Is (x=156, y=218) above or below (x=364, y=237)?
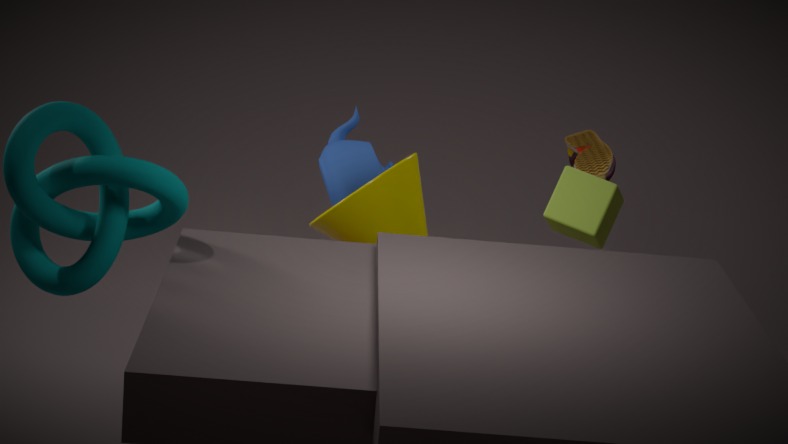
above
